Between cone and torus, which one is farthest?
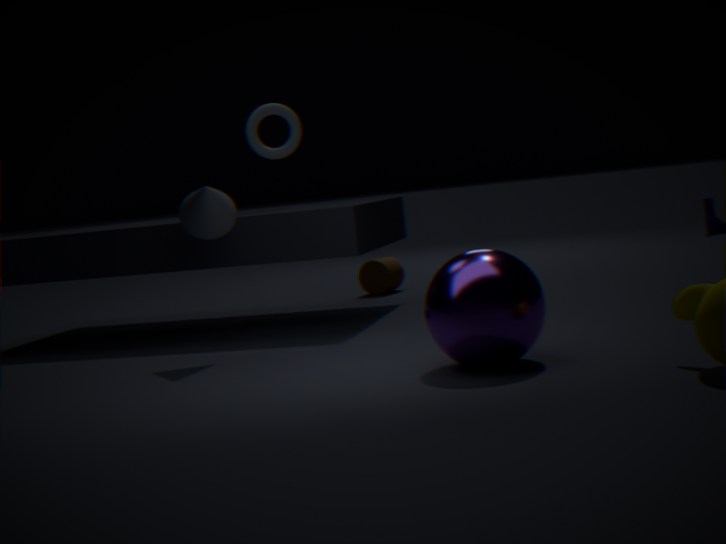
torus
